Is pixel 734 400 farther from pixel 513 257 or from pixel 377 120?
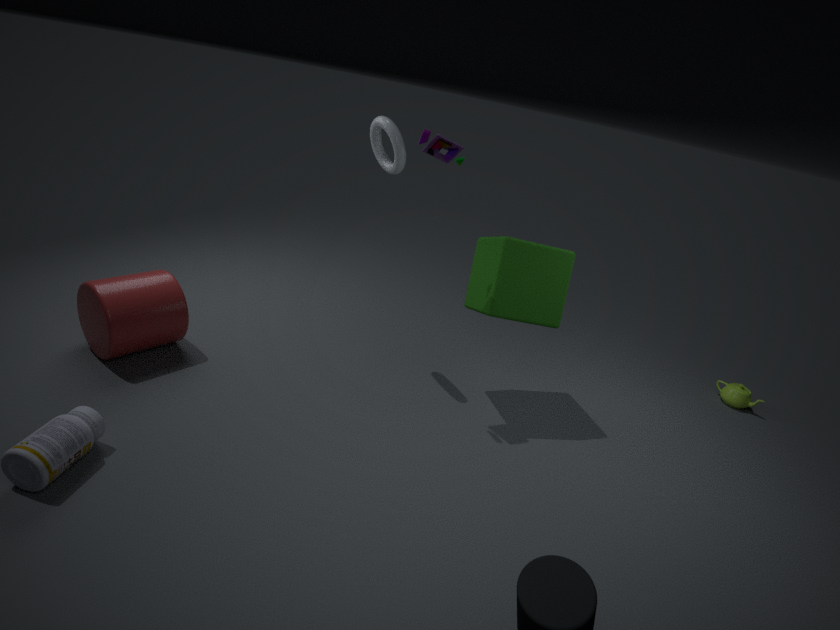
pixel 377 120
